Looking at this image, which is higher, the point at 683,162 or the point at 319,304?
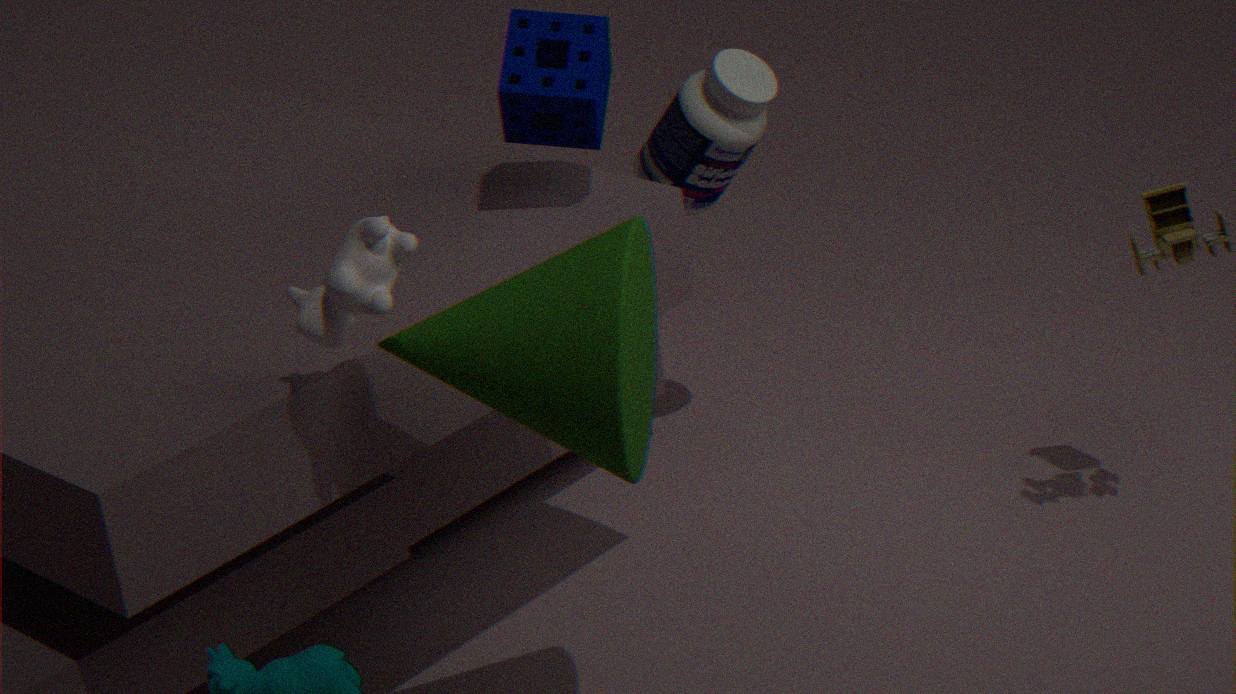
the point at 319,304
